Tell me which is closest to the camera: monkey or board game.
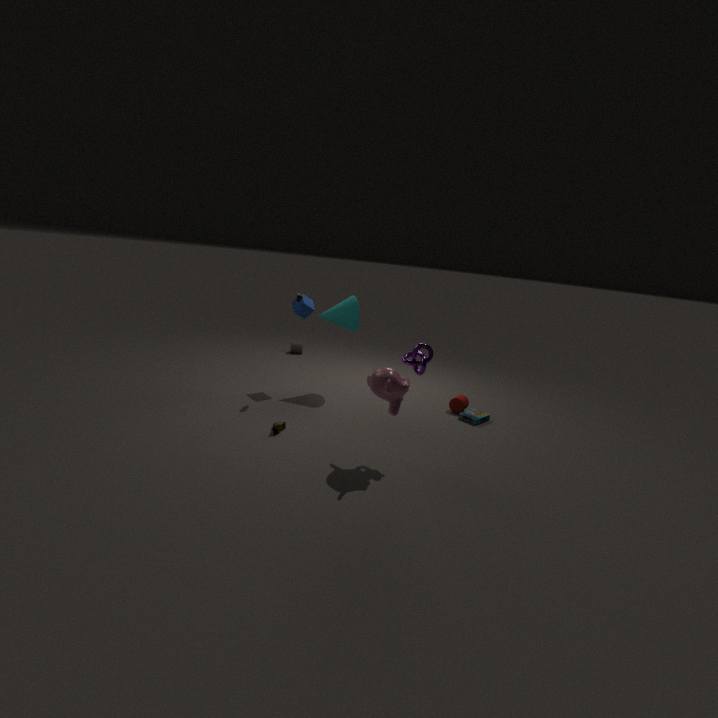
monkey
